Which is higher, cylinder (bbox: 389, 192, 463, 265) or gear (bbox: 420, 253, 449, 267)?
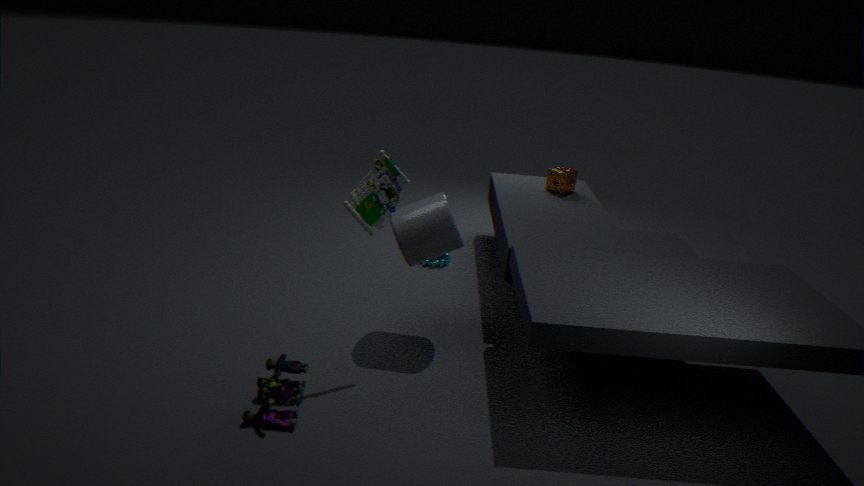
cylinder (bbox: 389, 192, 463, 265)
